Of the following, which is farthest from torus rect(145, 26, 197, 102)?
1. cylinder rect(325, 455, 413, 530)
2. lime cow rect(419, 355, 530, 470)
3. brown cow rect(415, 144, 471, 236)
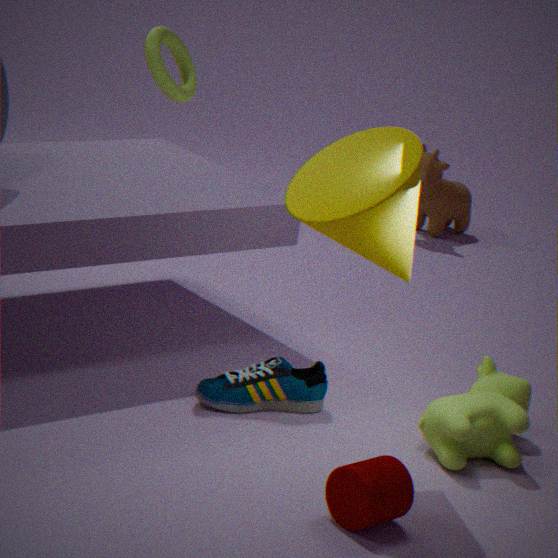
brown cow rect(415, 144, 471, 236)
